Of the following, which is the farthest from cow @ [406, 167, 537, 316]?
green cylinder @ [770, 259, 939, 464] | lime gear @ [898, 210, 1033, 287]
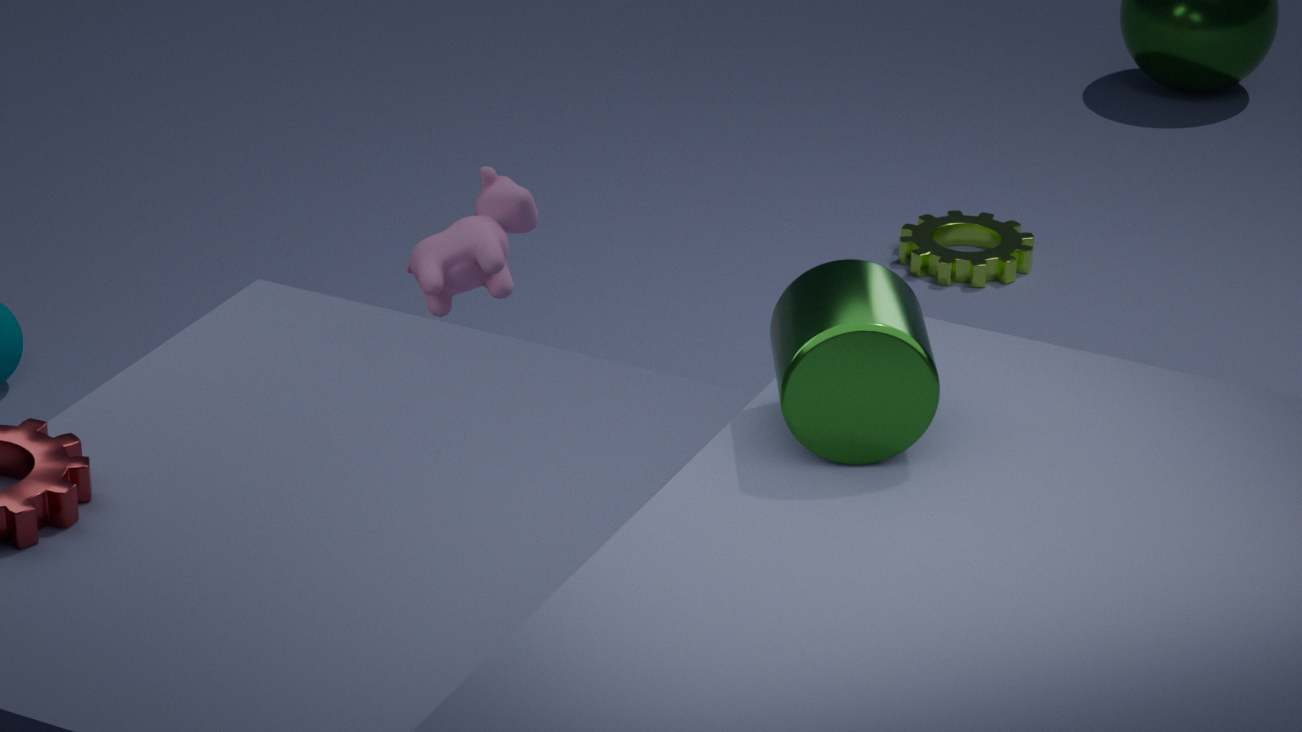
lime gear @ [898, 210, 1033, 287]
